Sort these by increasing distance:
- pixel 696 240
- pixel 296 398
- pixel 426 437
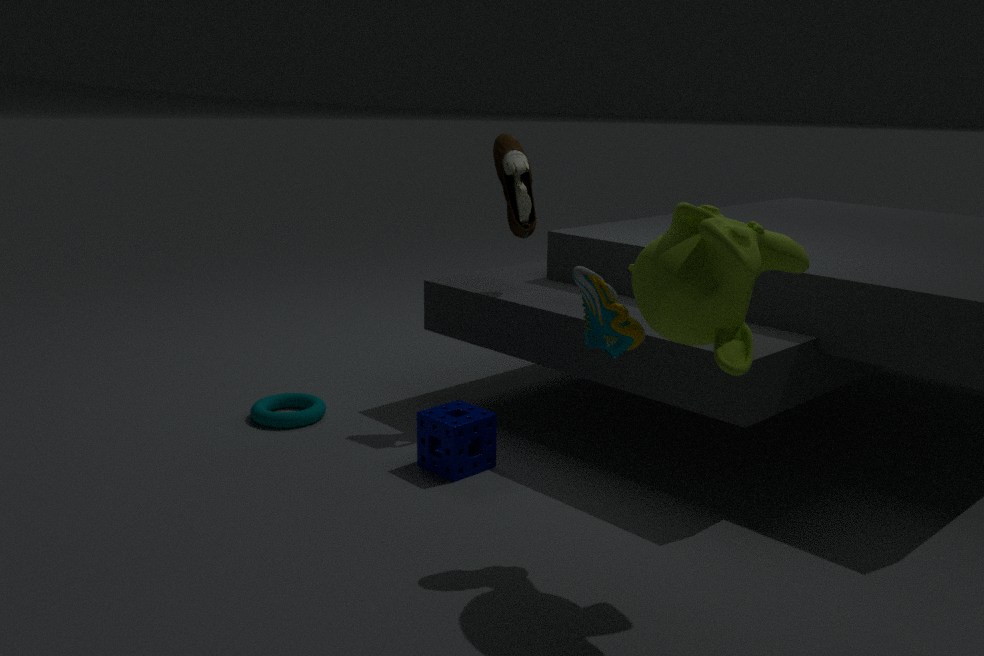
pixel 696 240 → pixel 426 437 → pixel 296 398
